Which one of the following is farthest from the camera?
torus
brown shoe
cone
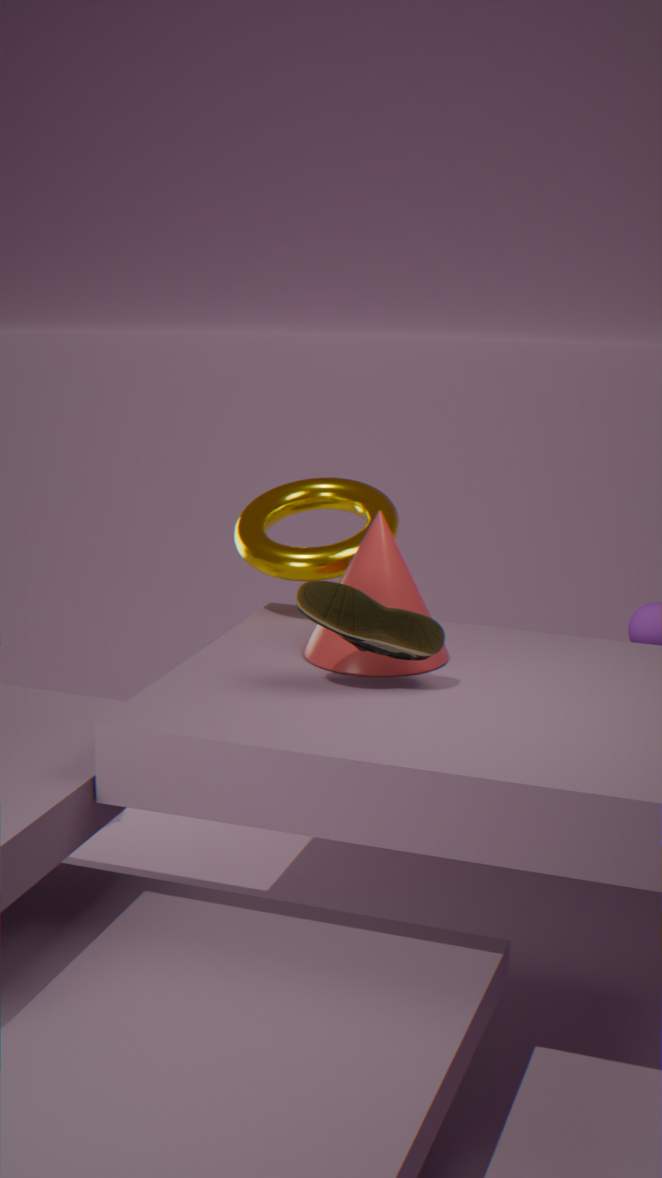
torus
